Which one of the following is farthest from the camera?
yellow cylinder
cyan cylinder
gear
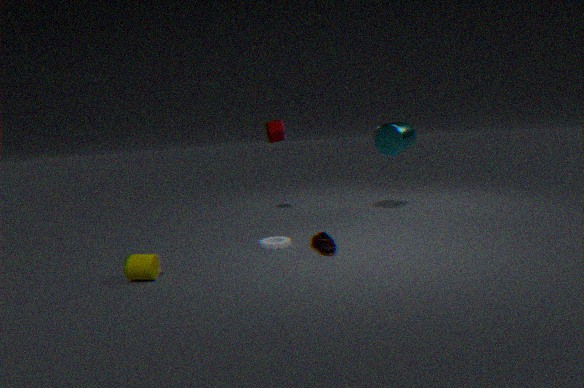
cyan cylinder
